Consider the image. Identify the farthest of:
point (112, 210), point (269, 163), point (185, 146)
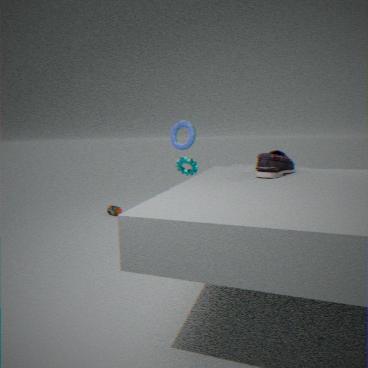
point (112, 210)
